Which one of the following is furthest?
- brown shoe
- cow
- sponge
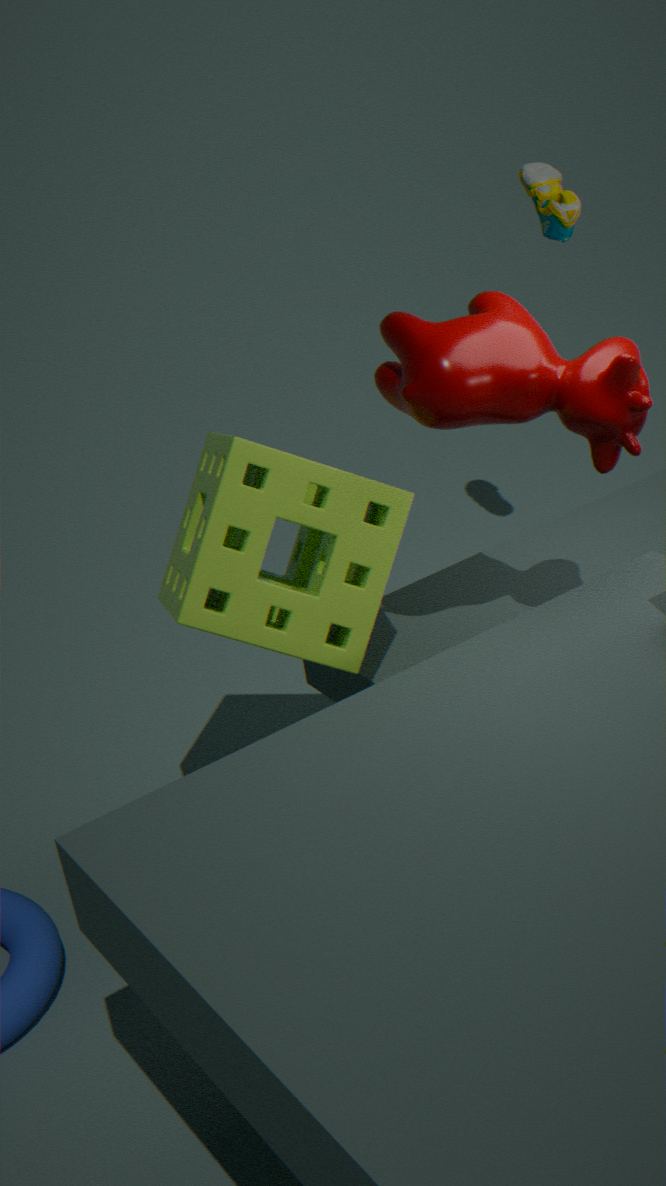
brown shoe
